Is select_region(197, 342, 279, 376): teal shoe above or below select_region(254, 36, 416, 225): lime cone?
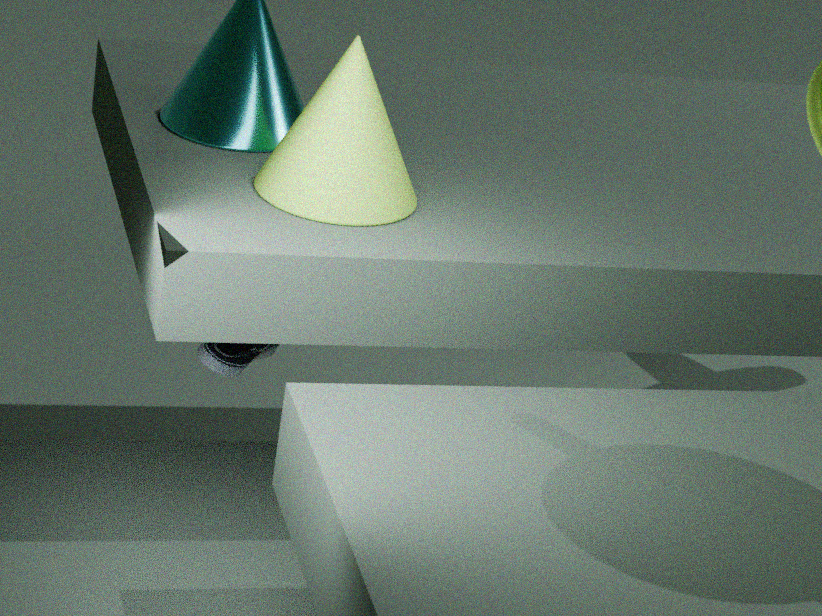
below
